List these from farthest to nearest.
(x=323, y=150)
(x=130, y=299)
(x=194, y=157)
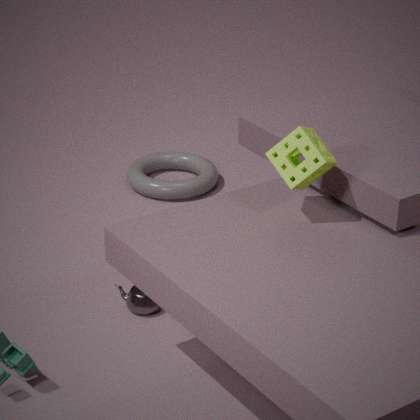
(x=194, y=157), (x=130, y=299), (x=323, y=150)
